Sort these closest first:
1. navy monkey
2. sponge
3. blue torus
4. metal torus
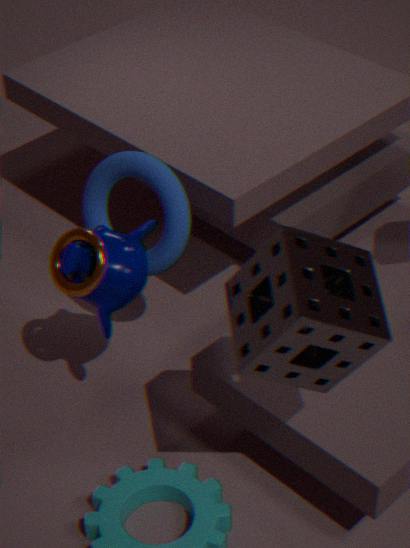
sponge → metal torus → navy monkey → blue torus
